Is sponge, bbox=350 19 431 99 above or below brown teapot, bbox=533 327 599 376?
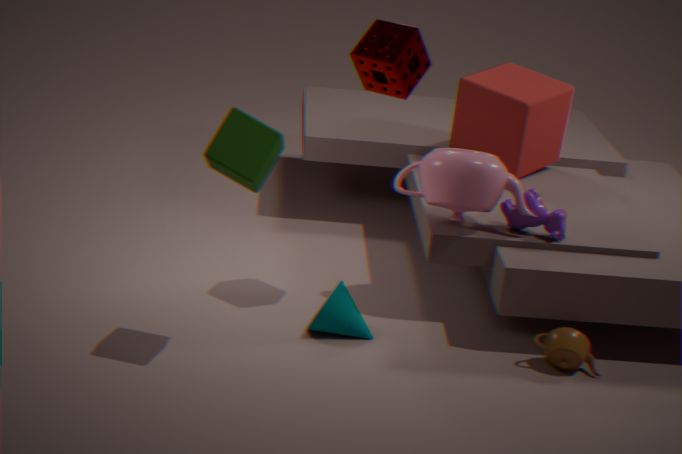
above
